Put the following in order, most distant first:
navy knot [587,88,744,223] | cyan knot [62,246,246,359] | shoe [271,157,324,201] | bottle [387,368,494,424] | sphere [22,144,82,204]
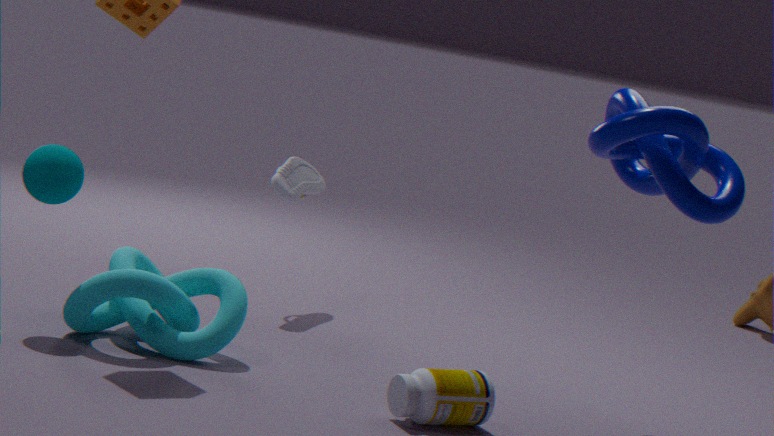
shoe [271,157,324,201], sphere [22,144,82,204], cyan knot [62,246,246,359], navy knot [587,88,744,223], bottle [387,368,494,424]
